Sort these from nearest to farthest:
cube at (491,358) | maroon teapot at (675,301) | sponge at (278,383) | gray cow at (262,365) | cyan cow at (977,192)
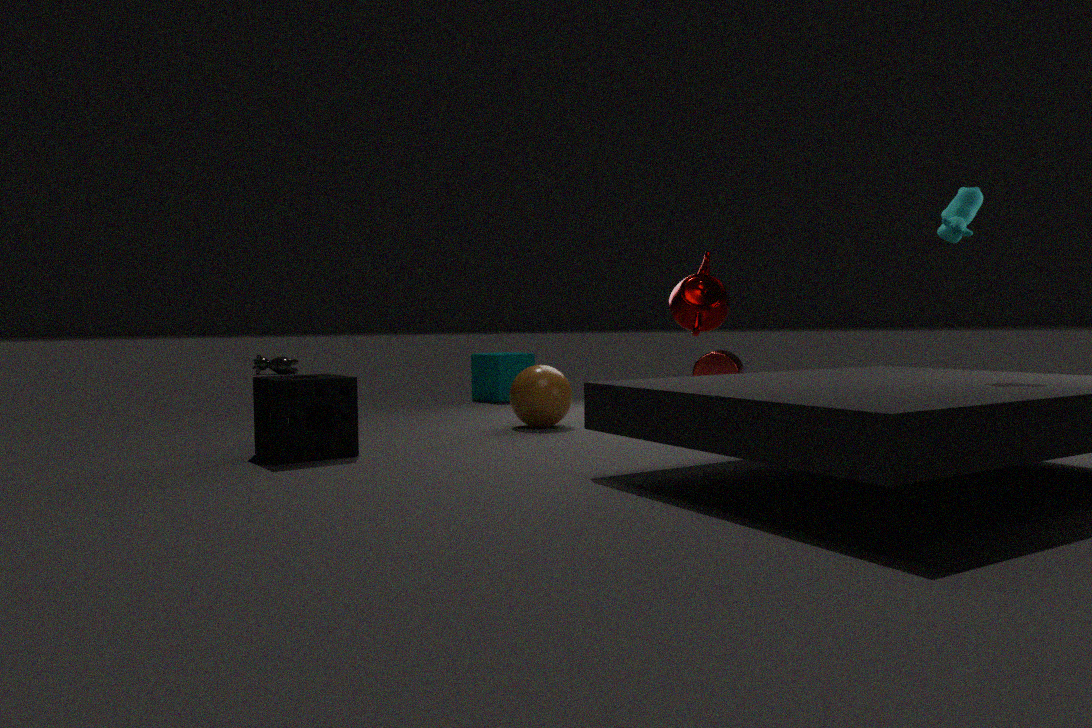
cyan cow at (977,192), sponge at (278,383), maroon teapot at (675,301), cube at (491,358), gray cow at (262,365)
